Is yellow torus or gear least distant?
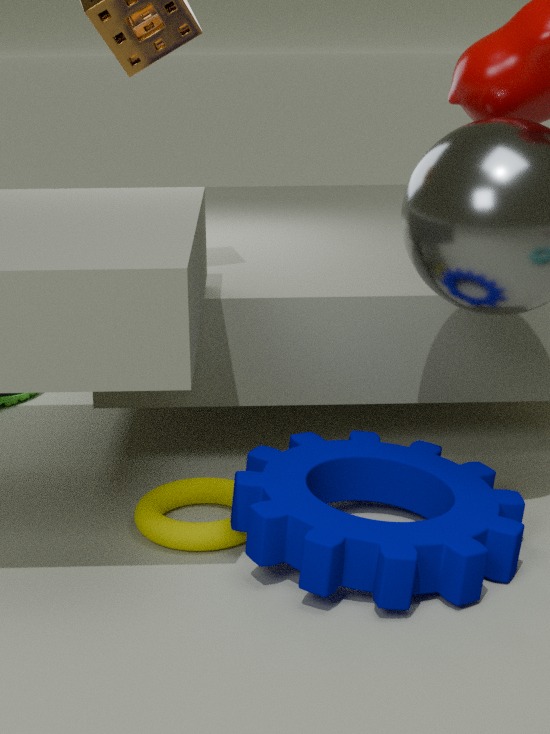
gear
